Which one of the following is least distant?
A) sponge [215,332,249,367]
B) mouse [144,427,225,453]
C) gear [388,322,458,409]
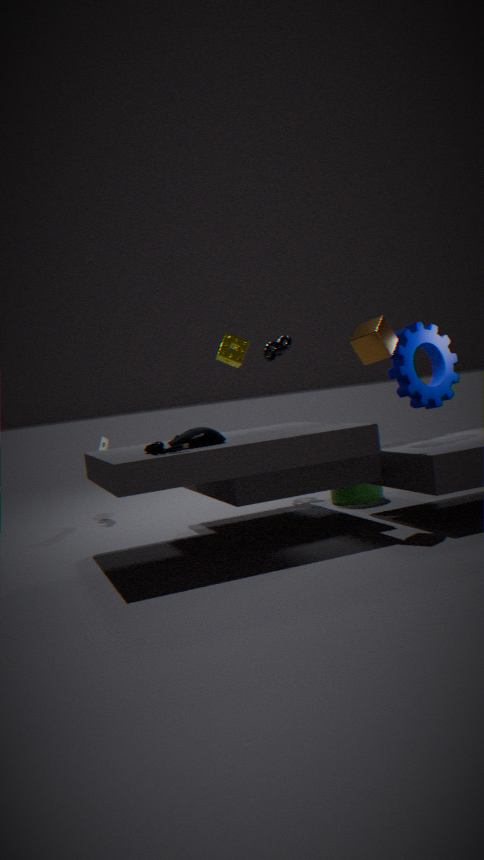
B. mouse [144,427,225,453]
